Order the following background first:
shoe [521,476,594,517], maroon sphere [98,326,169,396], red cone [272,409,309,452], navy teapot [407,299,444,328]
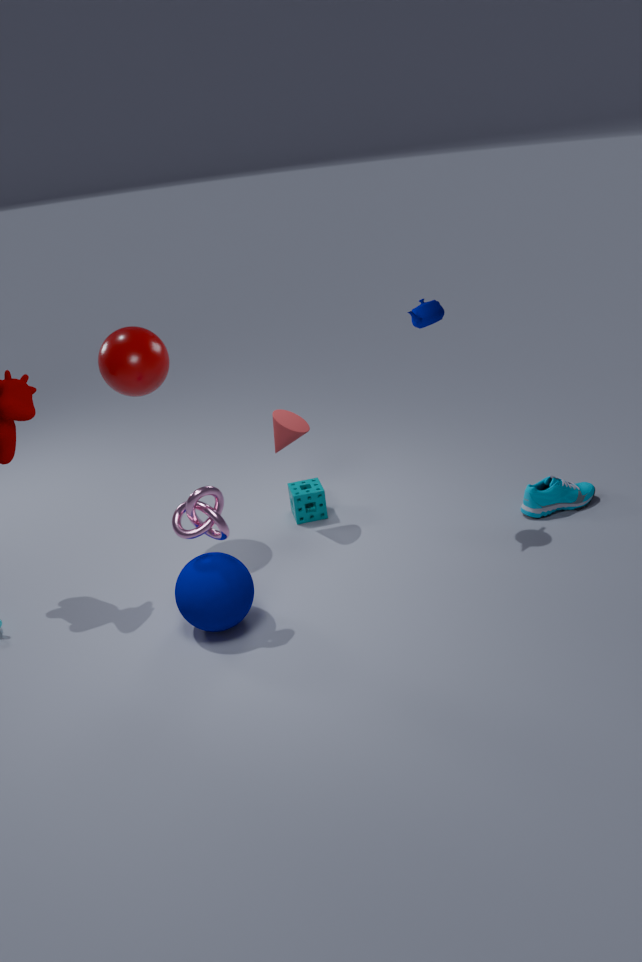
shoe [521,476,594,517] < red cone [272,409,309,452] < maroon sphere [98,326,169,396] < navy teapot [407,299,444,328]
